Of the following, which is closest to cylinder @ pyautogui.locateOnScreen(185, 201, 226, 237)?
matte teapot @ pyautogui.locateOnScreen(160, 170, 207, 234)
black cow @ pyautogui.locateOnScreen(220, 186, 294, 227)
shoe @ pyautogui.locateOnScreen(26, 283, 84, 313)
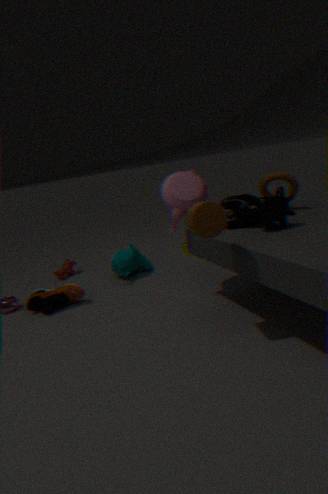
black cow @ pyautogui.locateOnScreen(220, 186, 294, 227)
